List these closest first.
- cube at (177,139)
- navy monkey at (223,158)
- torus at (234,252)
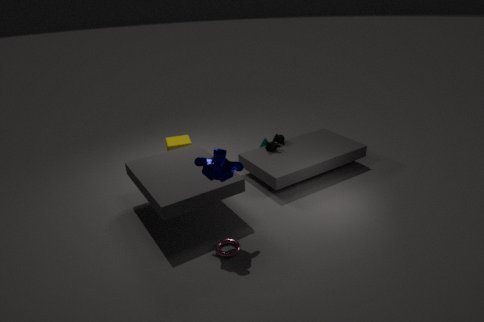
navy monkey at (223,158)
torus at (234,252)
cube at (177,139)
